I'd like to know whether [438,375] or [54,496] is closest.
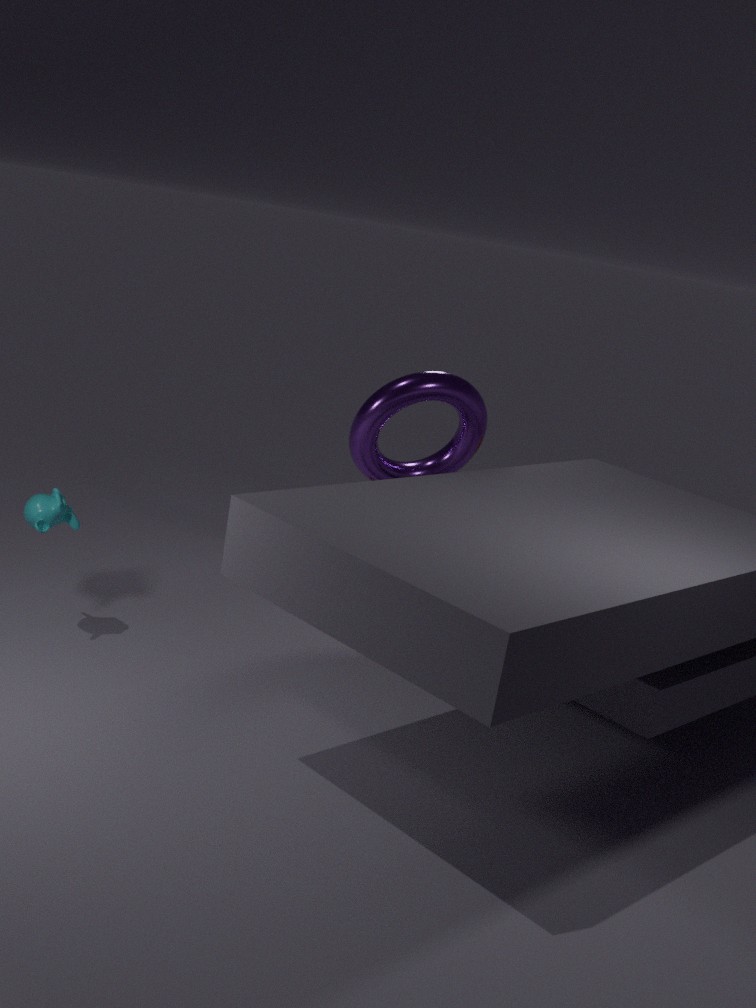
[54,496]
